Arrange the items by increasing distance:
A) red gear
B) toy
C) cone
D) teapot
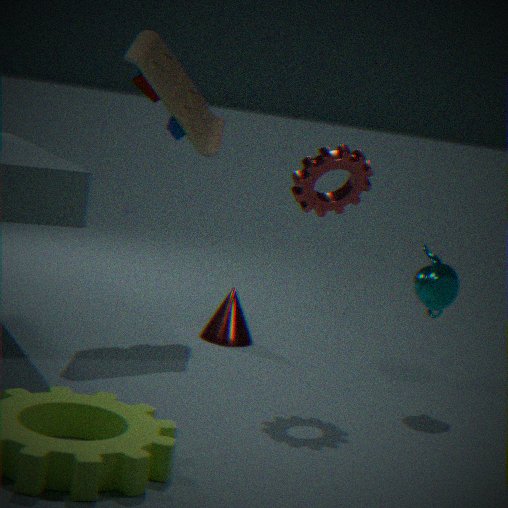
red gear < teapot < toy < cone
